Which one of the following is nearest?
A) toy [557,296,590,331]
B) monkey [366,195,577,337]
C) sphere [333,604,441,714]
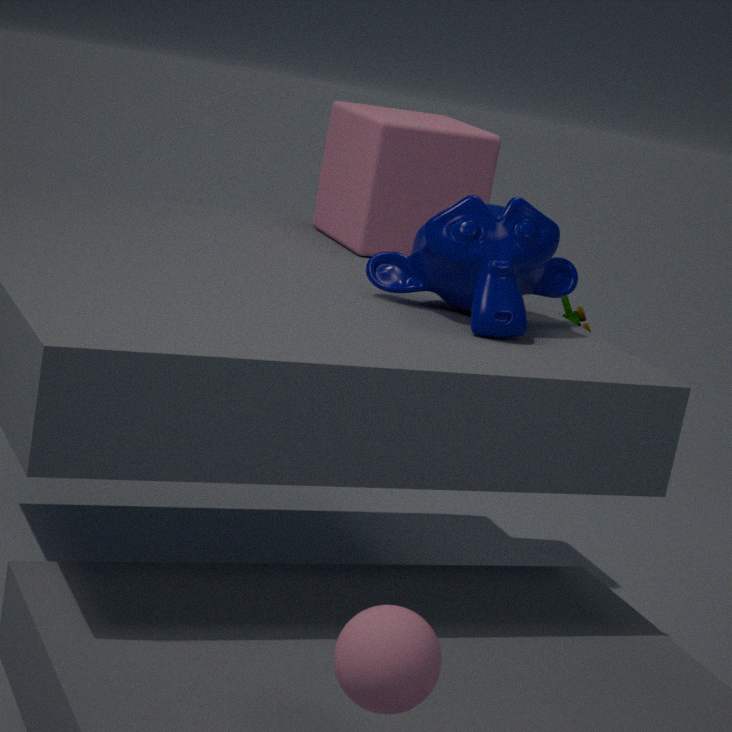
sphere [333,604,441,714]
